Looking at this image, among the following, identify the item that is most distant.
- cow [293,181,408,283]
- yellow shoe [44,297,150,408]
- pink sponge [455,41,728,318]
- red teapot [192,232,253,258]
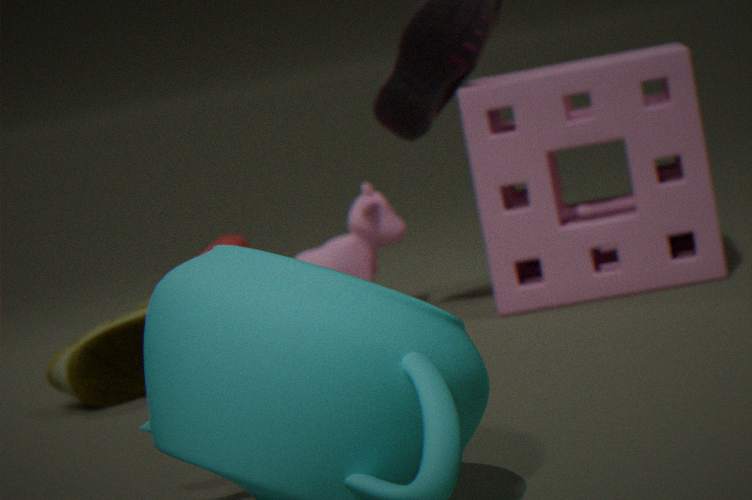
red teapot [192,232,253,258]
